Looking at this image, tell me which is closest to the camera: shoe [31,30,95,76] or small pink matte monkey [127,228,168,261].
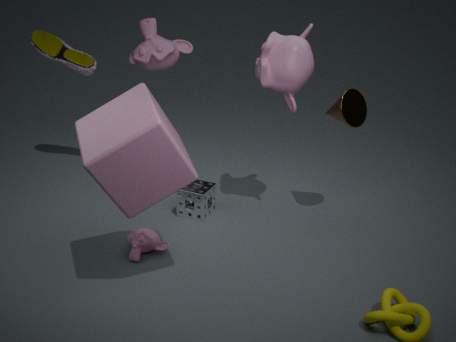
small pink matte monkey [127,228,168,261]
